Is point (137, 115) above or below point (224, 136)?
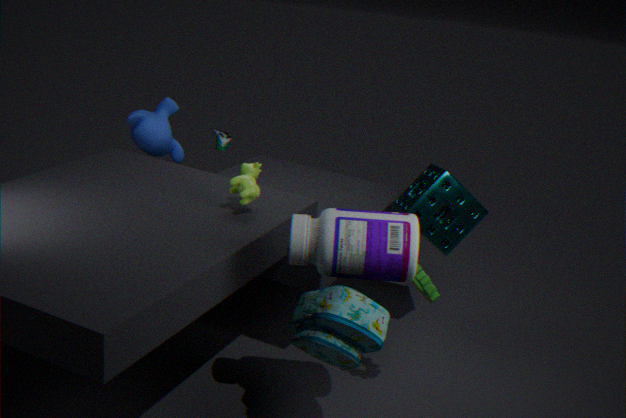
above
